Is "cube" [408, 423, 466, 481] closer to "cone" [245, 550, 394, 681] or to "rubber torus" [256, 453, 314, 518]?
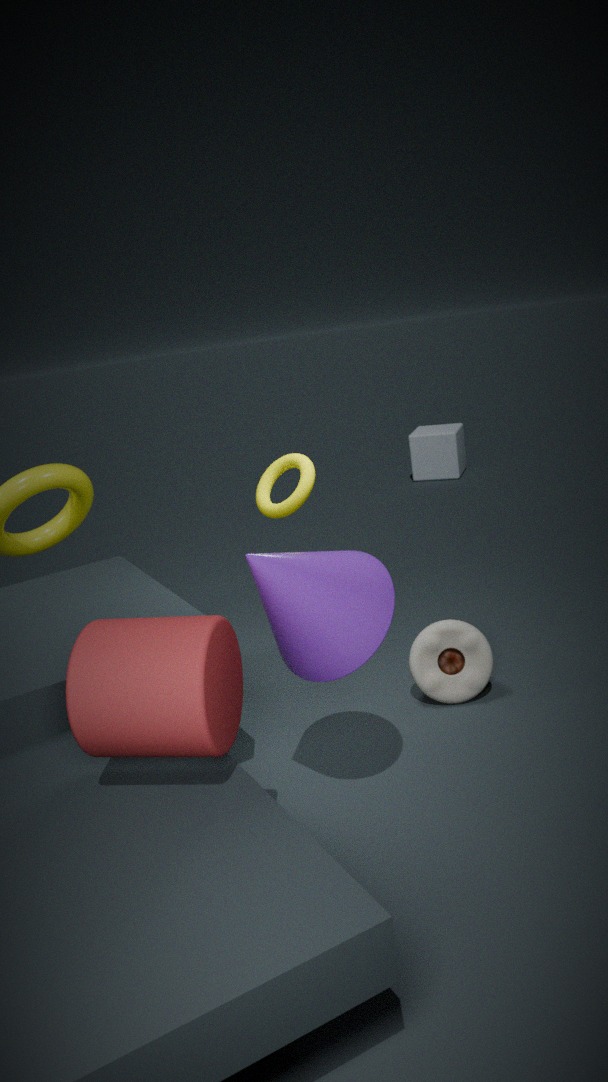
"rubber torus" [256, 453, 314, 518]
